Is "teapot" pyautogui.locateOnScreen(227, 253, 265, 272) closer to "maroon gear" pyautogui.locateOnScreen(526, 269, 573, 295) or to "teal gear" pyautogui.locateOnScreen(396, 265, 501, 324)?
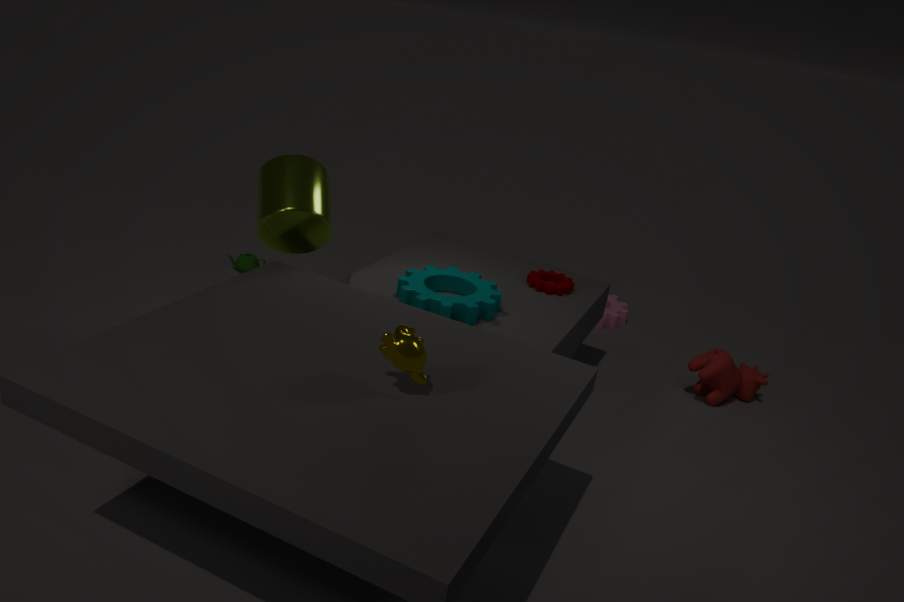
"teal gear" pyautogui.locateOnScreen(396, 265, 501, 324)
